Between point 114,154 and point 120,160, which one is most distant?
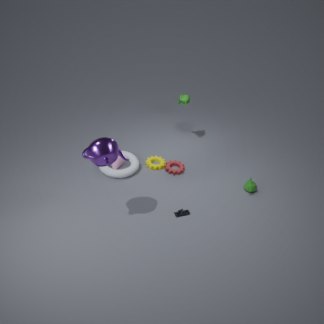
point 120,160
